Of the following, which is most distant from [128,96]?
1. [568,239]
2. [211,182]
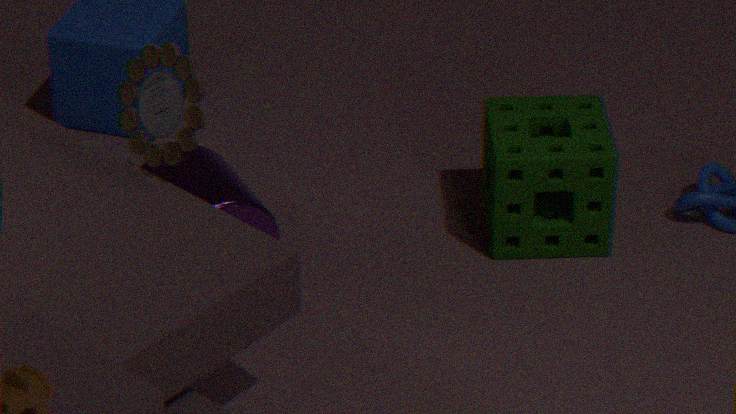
[568,239]
